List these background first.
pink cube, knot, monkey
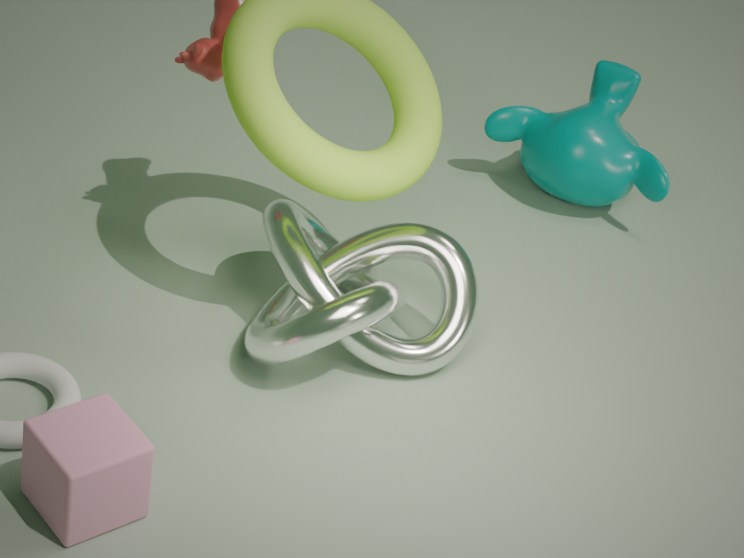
monkey < knot < pink cube
